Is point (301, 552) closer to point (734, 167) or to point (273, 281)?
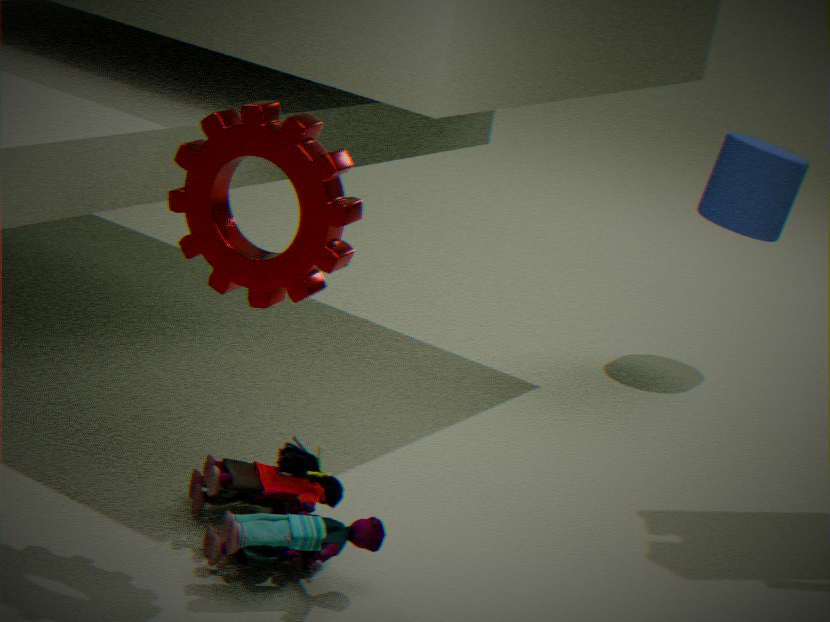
point (273, 281)
